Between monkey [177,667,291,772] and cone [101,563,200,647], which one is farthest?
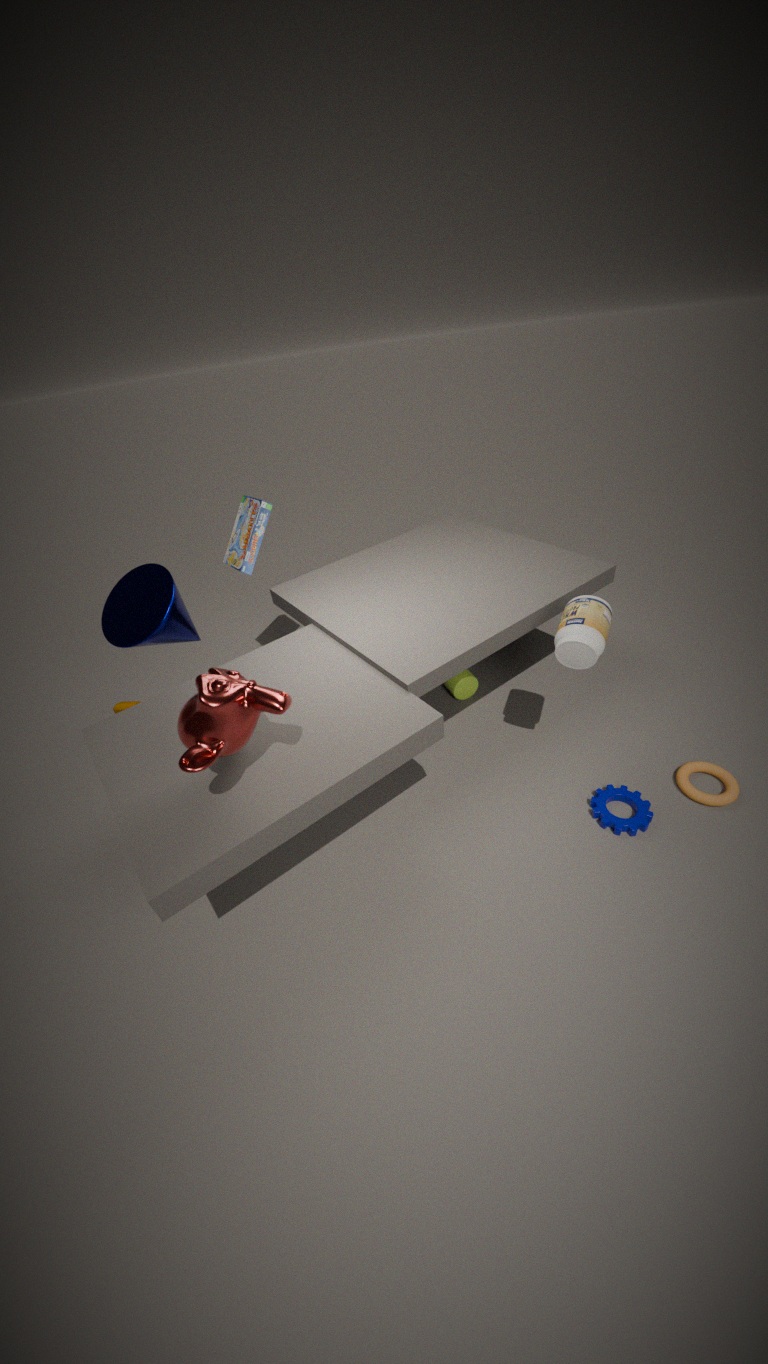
cone [101,563,200,647]
